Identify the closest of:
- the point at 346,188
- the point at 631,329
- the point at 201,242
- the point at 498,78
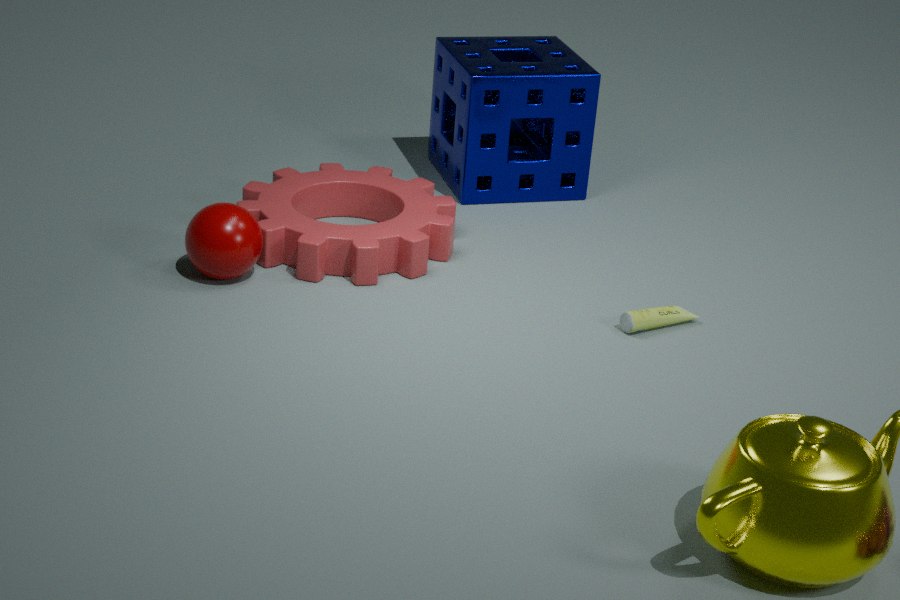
the point at 631,329
